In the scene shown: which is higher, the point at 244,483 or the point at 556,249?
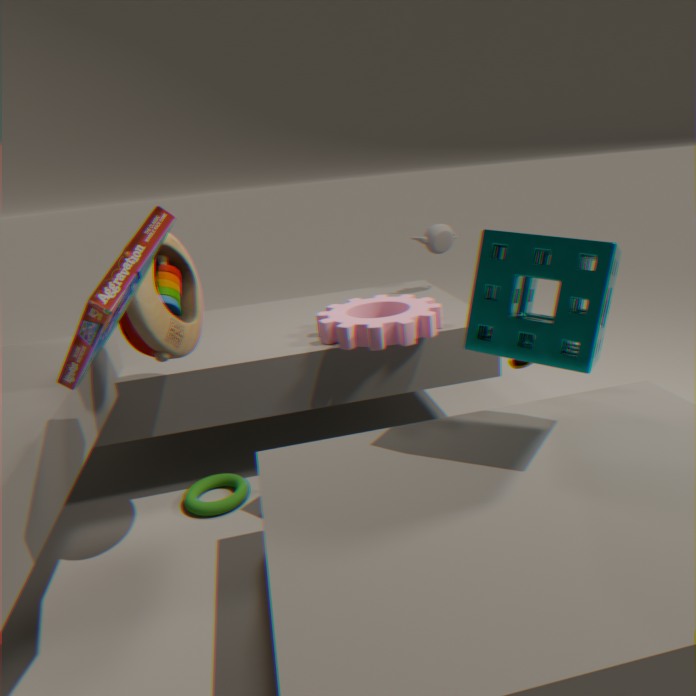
the point at 556,249
